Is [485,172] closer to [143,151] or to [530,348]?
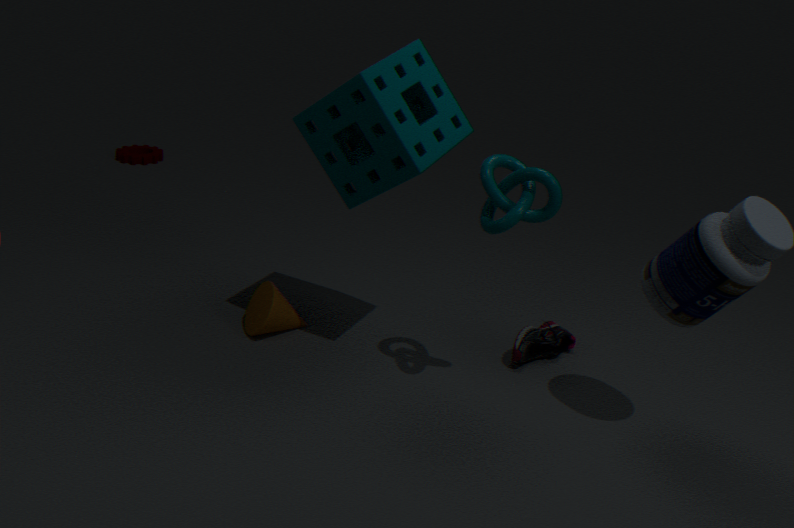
[530,348]
